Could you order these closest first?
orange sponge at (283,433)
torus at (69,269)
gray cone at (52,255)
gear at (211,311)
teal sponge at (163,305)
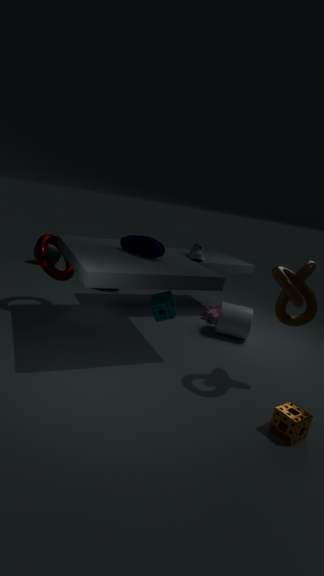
1. orange sponge at (283,433)
2. teal sponge at (163,305)
3. torus at (69,269)
4. gear at (211,311)
5. gray cone at (52,255)
